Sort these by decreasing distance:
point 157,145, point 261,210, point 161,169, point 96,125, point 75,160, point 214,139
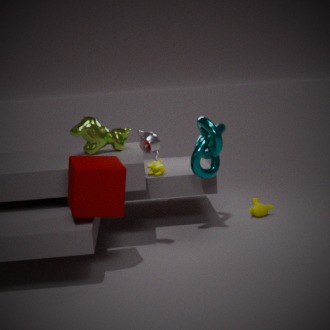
point 261,210 < point 161,169 < point 96,125 < point 214,139 < point 157,145 < point 75,160
